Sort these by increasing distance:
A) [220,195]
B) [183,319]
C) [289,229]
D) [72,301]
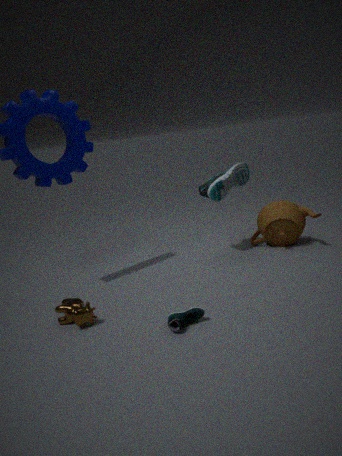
[183,319] < [72,301] < [220,195] < [289,229]
